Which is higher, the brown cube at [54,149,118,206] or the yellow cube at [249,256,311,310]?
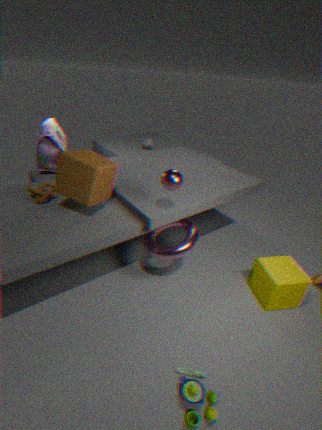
the brown cube at [54,149,118,206]
